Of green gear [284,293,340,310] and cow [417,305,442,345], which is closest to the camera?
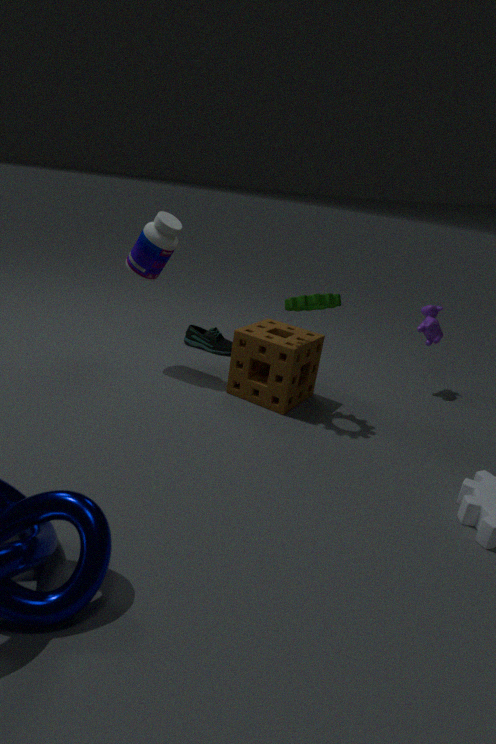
green gear [284,293,340,310]
